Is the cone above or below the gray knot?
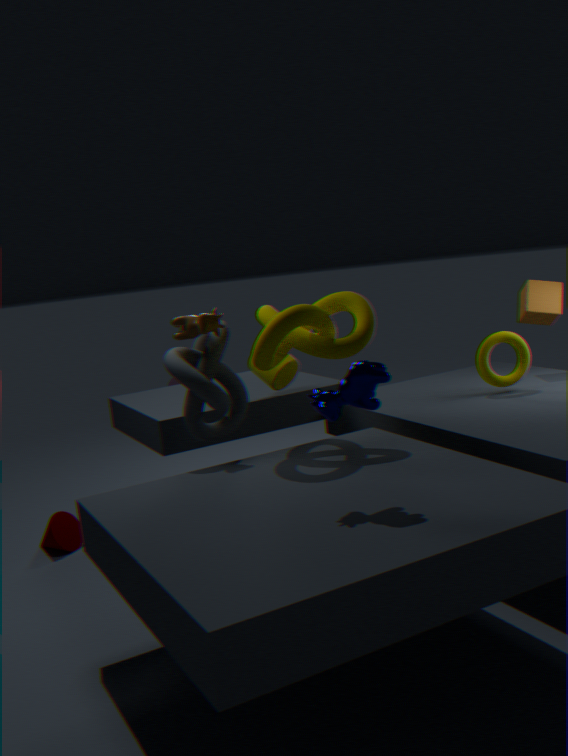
below
